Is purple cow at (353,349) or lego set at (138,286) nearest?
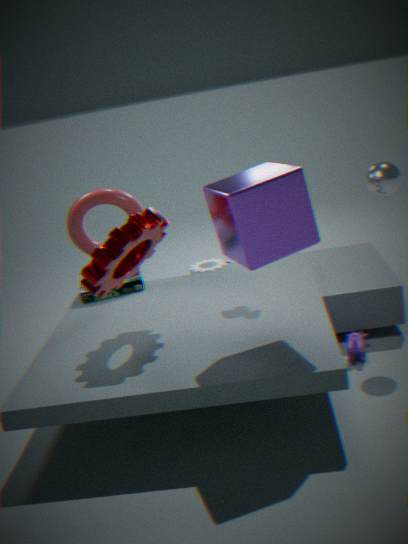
purple cow at (353,349)
